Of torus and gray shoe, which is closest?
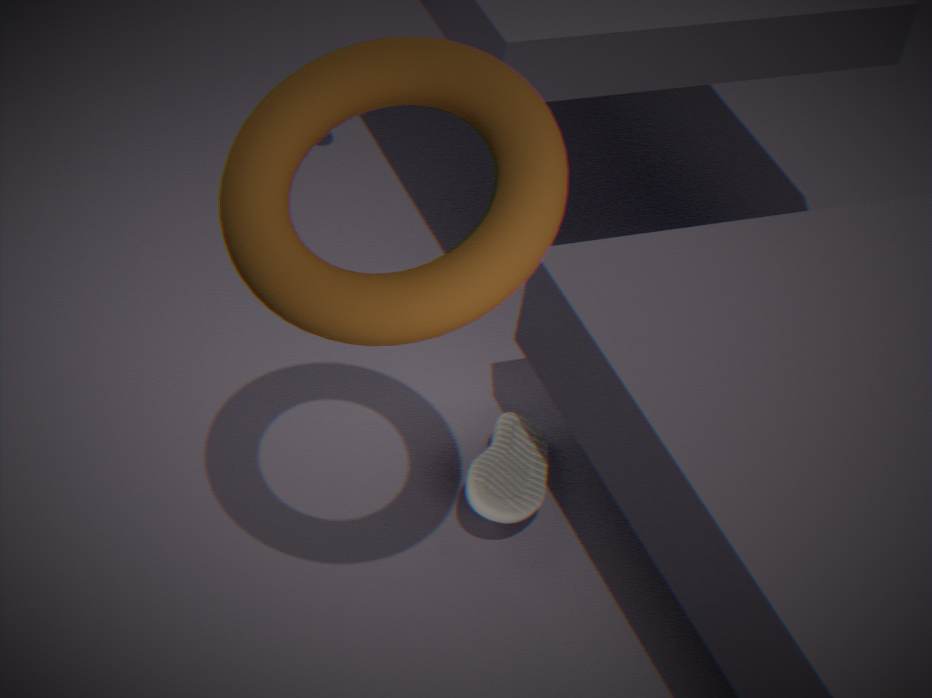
torus
